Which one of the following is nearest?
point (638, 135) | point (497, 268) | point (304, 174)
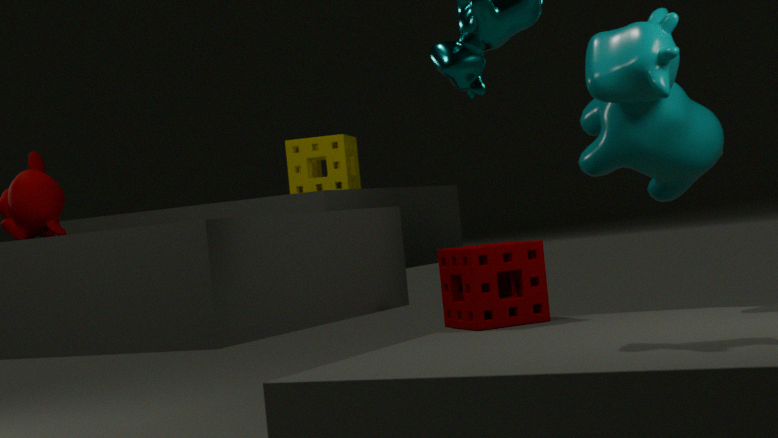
point (497, 268)
